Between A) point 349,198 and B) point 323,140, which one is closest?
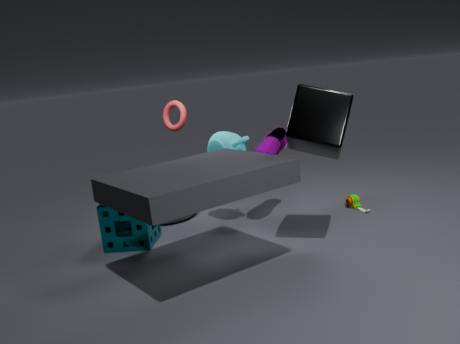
B. point 323,140
